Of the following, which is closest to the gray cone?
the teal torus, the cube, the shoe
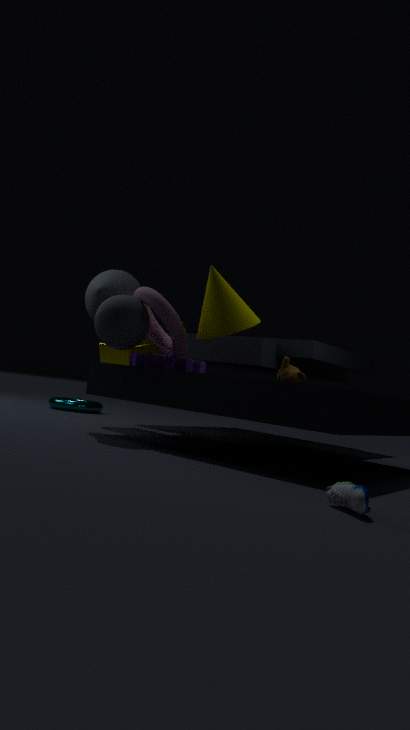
the cube
